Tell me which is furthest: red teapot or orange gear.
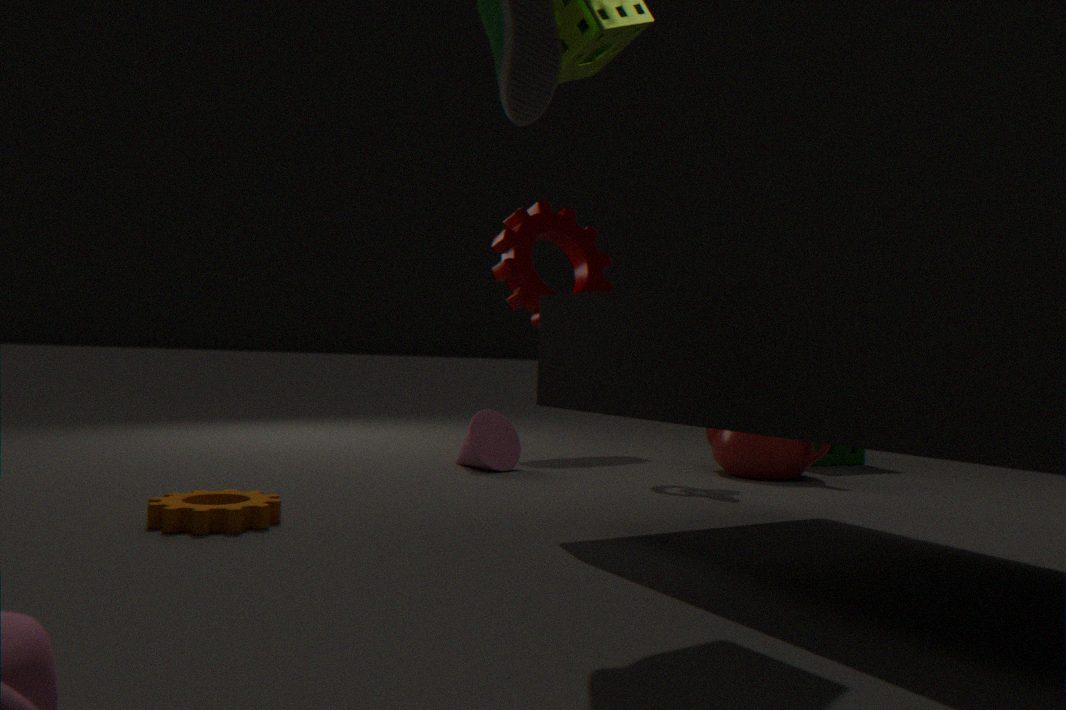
red teapot
